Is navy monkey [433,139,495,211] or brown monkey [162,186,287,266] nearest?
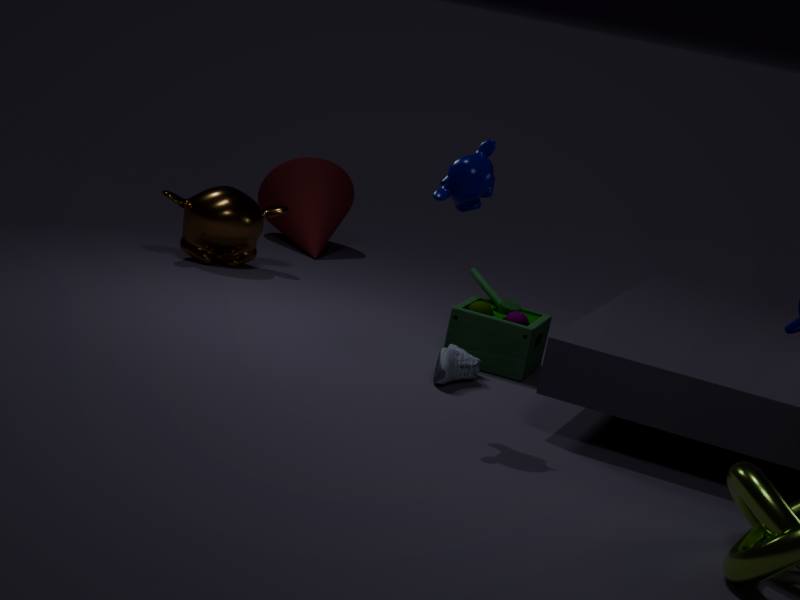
navy monkey [433,139,495,211]
